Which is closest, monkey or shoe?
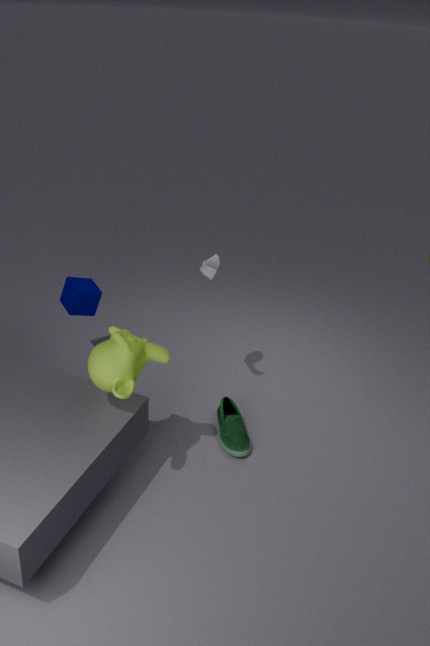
monkey
